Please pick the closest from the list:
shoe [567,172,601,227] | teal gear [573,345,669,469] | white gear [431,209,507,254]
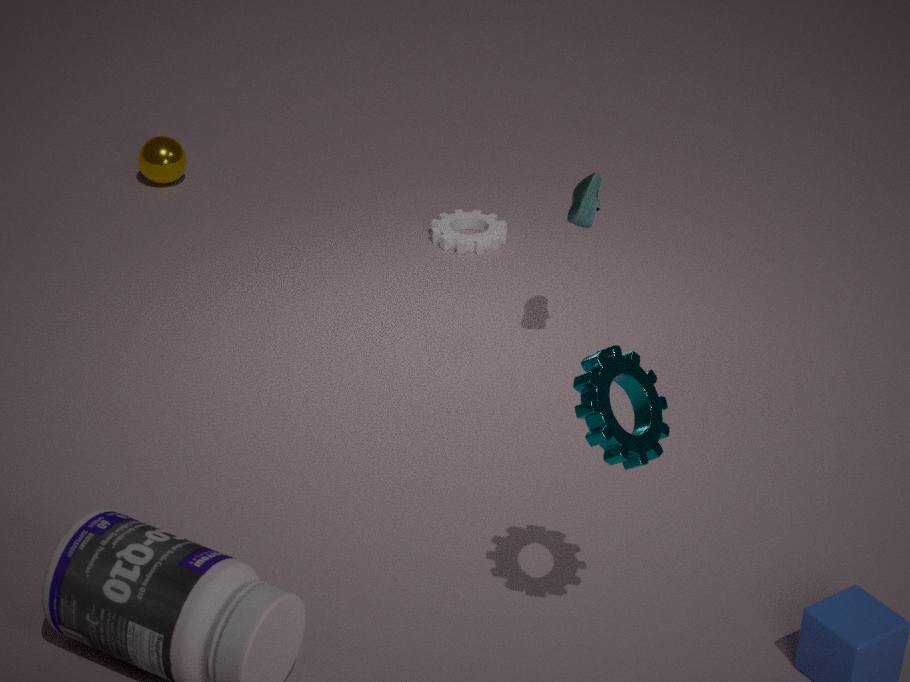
teal gear [573,345,669,469]
